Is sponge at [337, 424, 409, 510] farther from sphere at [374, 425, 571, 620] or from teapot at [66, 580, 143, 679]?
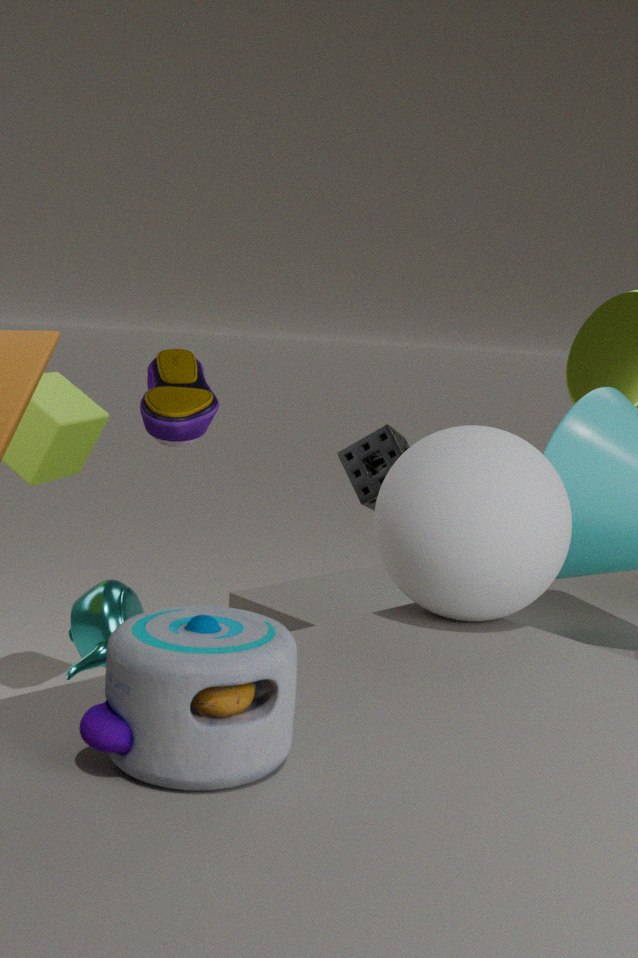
teapot at [66, 580, 143, 679]
